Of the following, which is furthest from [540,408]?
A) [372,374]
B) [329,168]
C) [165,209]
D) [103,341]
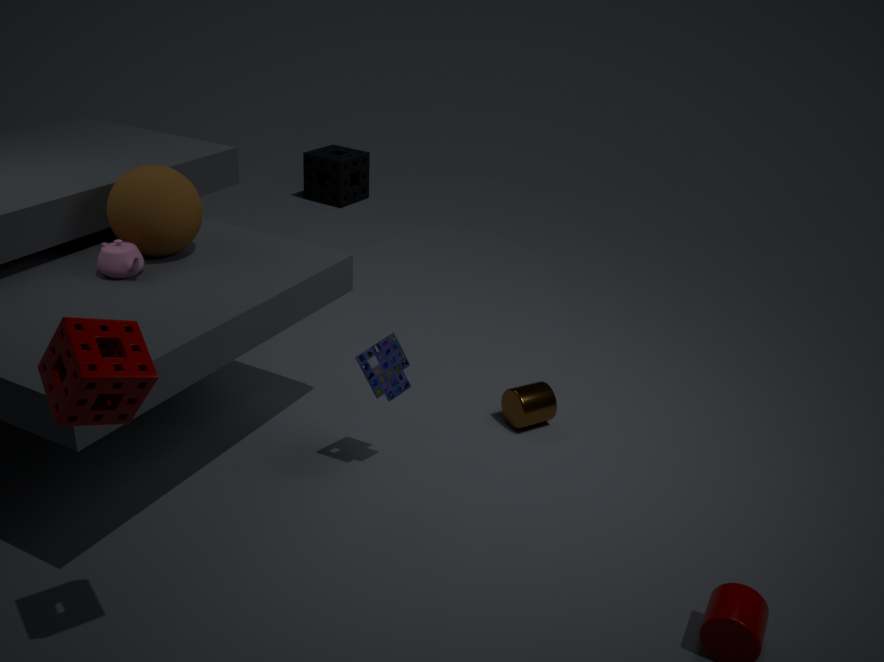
[329,168]
